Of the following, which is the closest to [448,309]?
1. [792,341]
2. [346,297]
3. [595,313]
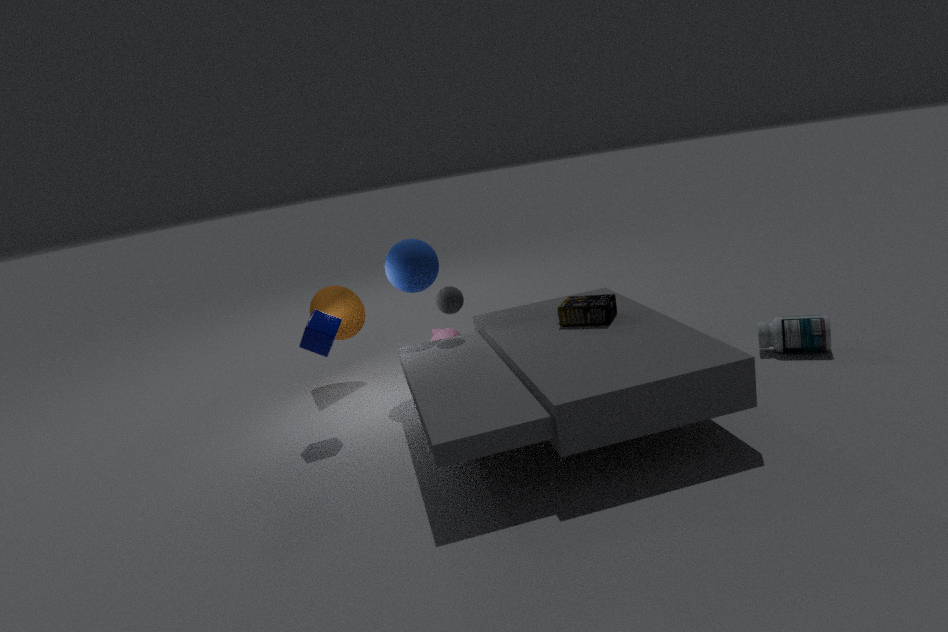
[595,313]
